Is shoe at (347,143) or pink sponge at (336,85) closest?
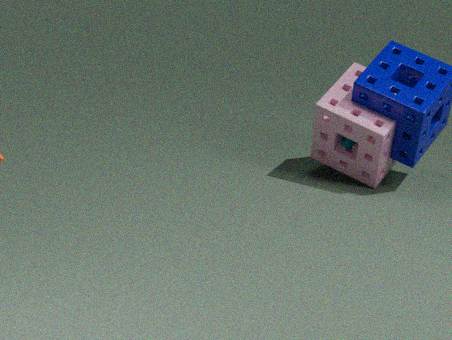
pink sponge at (336,85)
